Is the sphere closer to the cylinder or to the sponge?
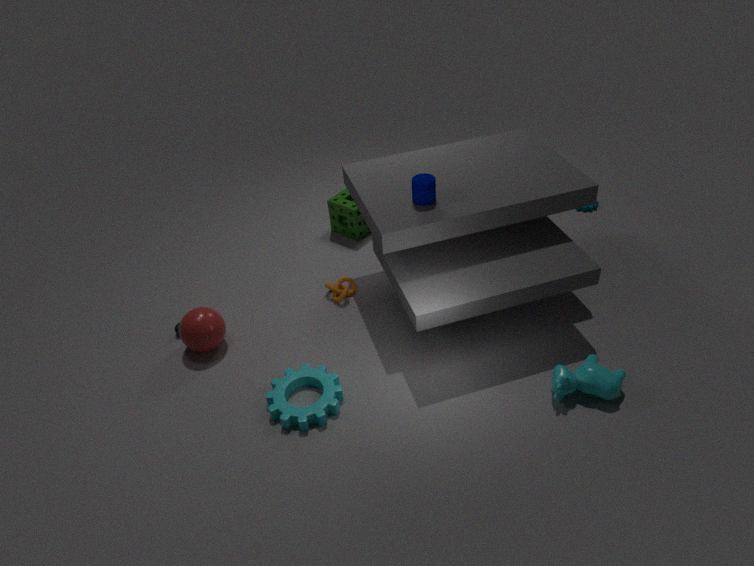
the sponge
